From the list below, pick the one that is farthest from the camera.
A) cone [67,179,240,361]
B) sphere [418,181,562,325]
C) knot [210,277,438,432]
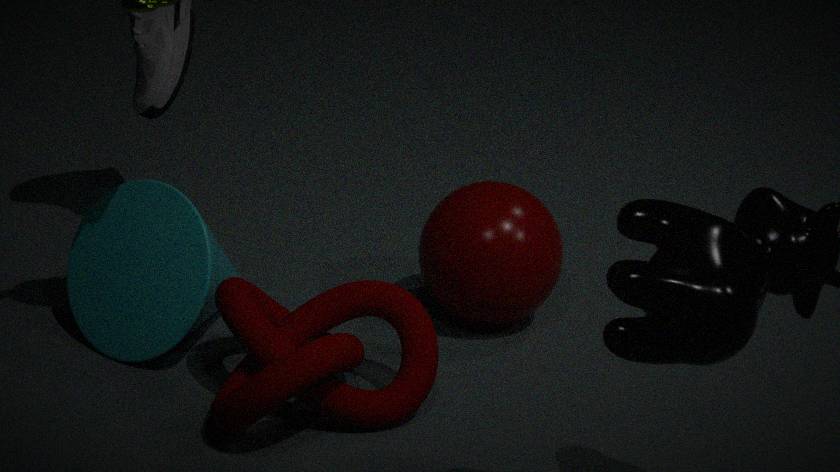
B. sphere [418,181,562,325]
